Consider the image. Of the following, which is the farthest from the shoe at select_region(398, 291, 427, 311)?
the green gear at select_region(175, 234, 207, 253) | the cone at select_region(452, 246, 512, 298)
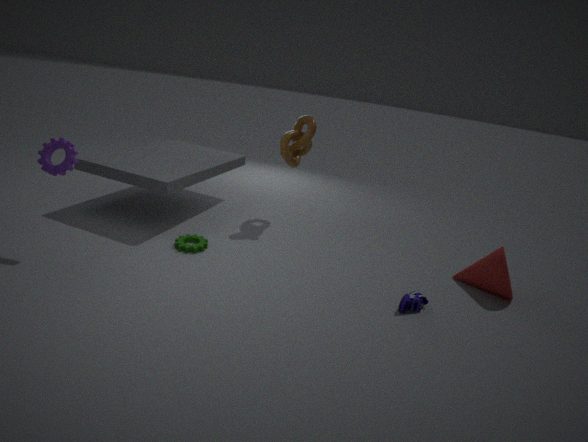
the green gear at select_region(175, 234, 207, 253)
